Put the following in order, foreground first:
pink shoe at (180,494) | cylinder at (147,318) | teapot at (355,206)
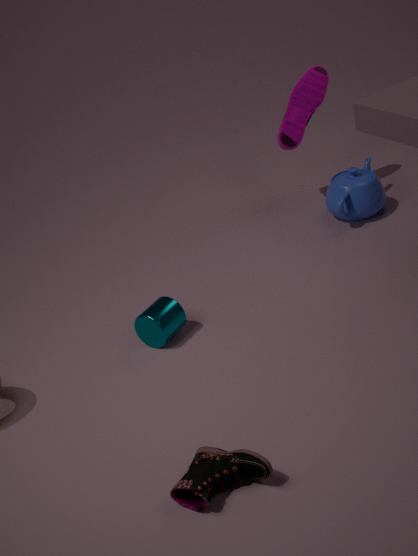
1. pink shoe at (180,494)
2. cylinder at (147,318)
3. teapot at (355,206)
